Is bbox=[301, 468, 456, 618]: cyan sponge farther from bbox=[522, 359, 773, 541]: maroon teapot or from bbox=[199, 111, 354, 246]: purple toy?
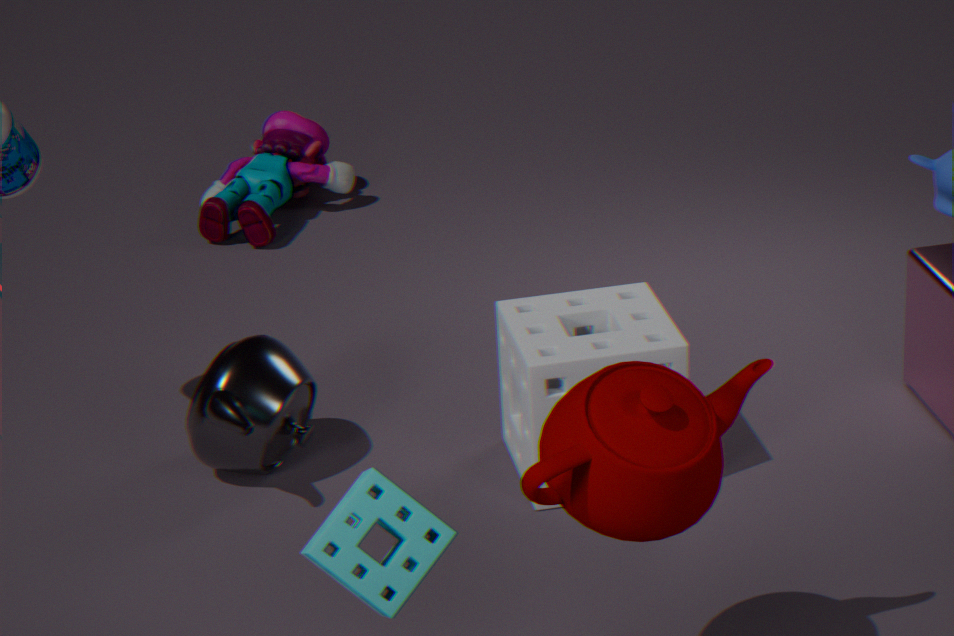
bbox=[199, 111, 354, 246]: purple toy
